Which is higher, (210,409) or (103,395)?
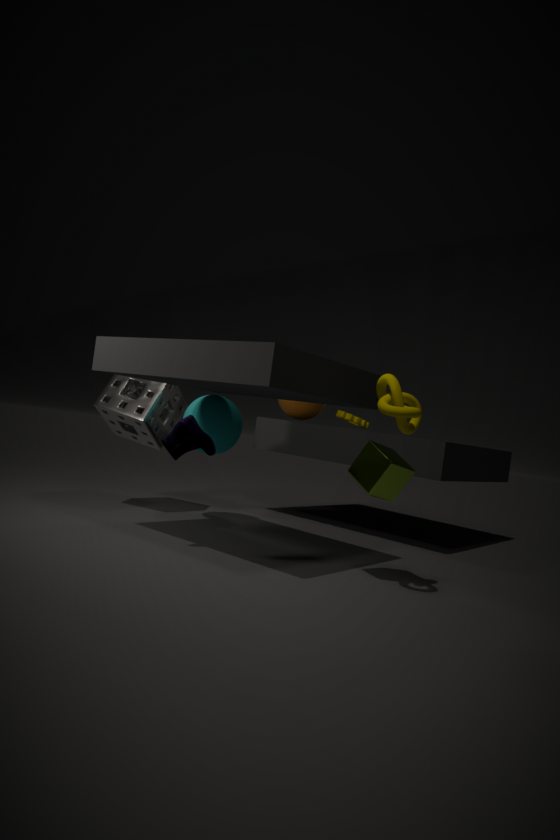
(103,395)
